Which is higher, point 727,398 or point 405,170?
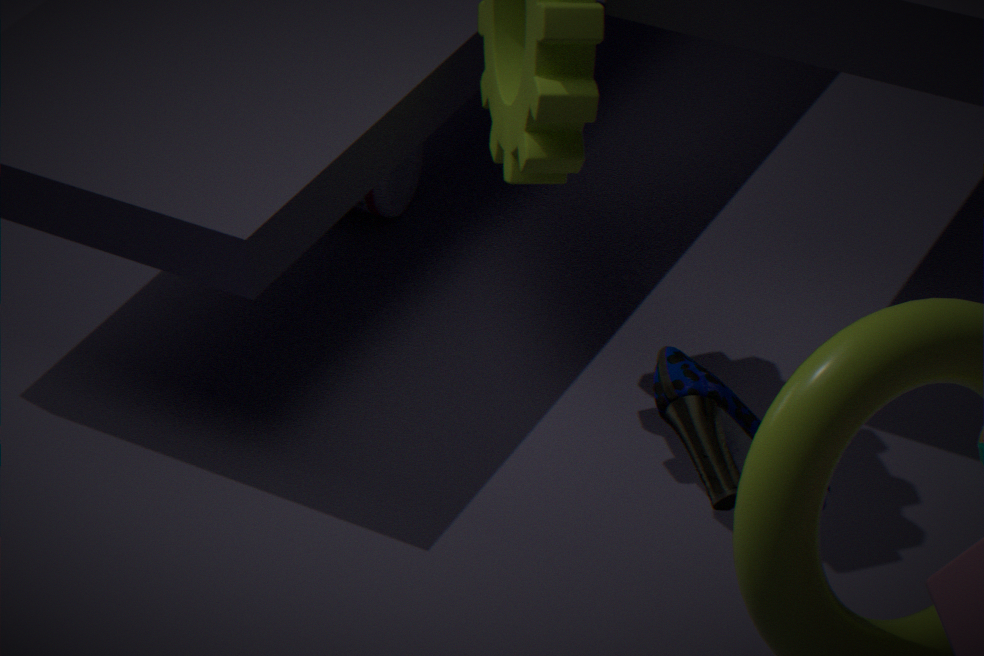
point 727,398
